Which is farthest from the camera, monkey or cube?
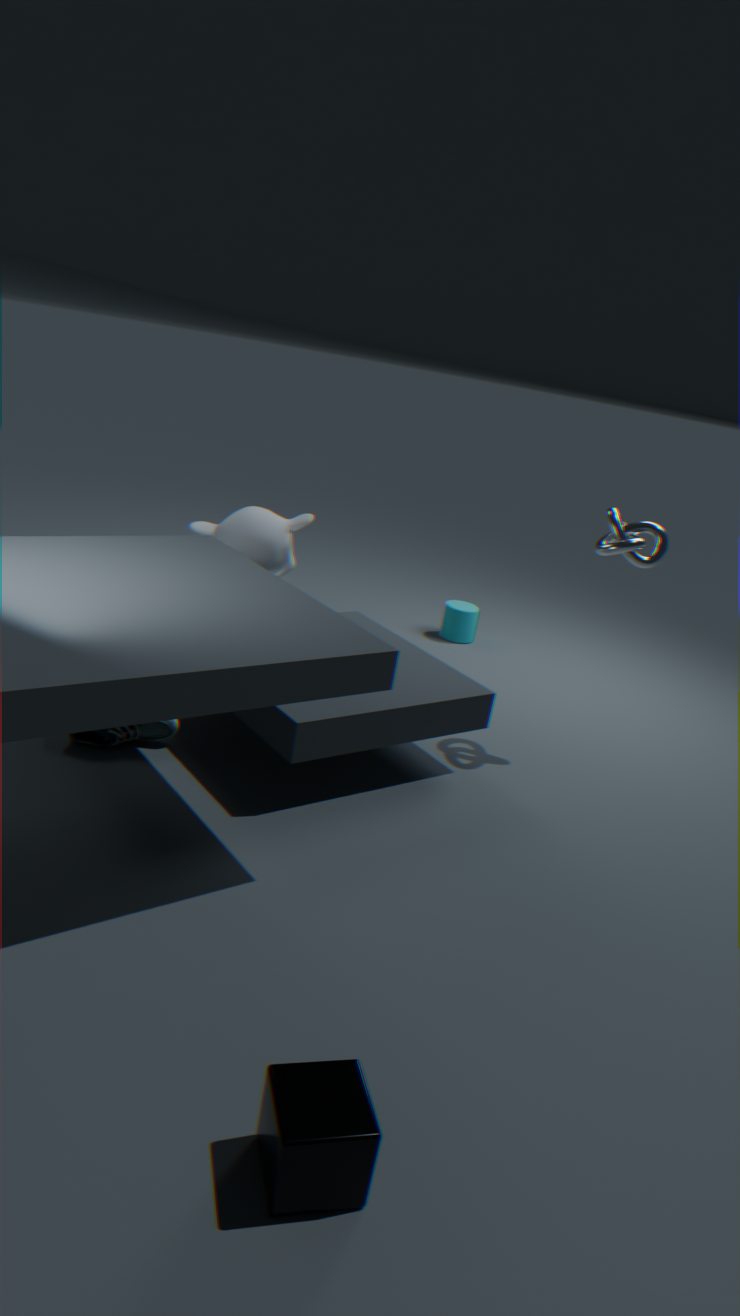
monkey
